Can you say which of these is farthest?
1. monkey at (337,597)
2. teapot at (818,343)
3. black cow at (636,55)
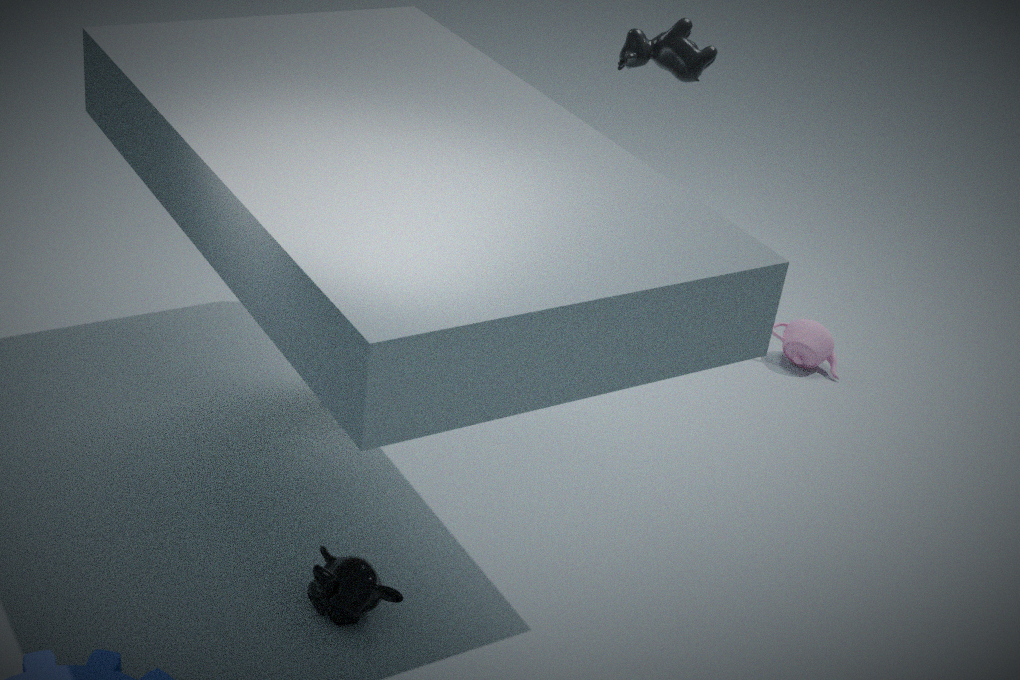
teapot at (818,343)
